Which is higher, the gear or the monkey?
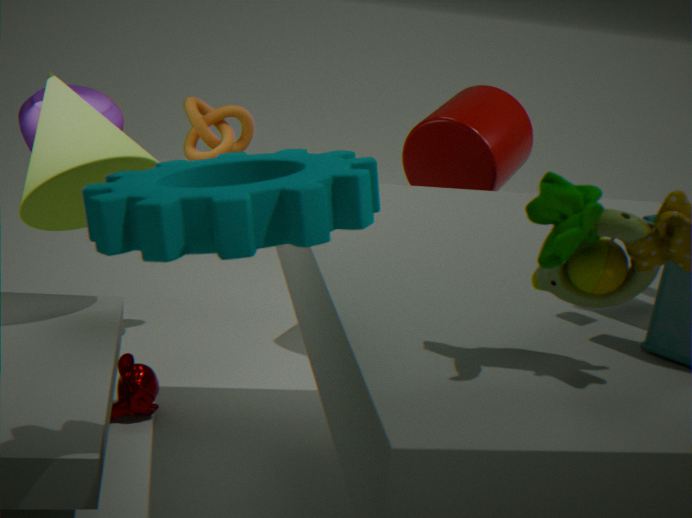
the gear
